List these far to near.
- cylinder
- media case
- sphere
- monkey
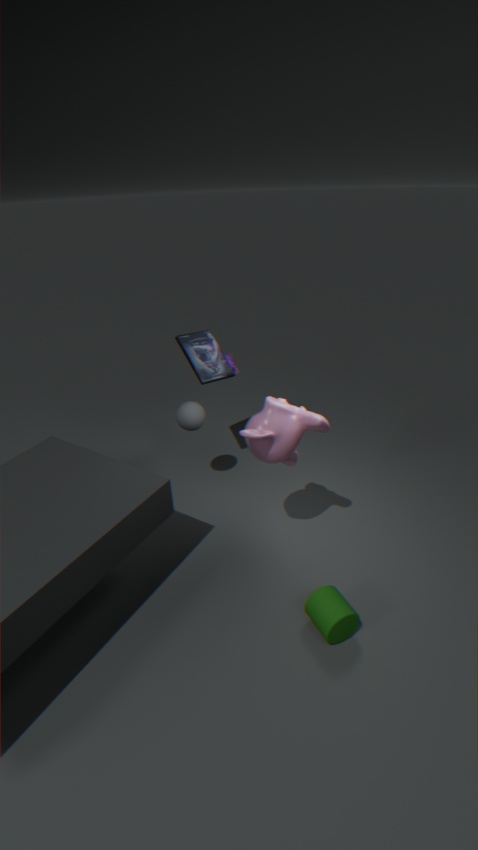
media case → sphere → monkey → cylinder
